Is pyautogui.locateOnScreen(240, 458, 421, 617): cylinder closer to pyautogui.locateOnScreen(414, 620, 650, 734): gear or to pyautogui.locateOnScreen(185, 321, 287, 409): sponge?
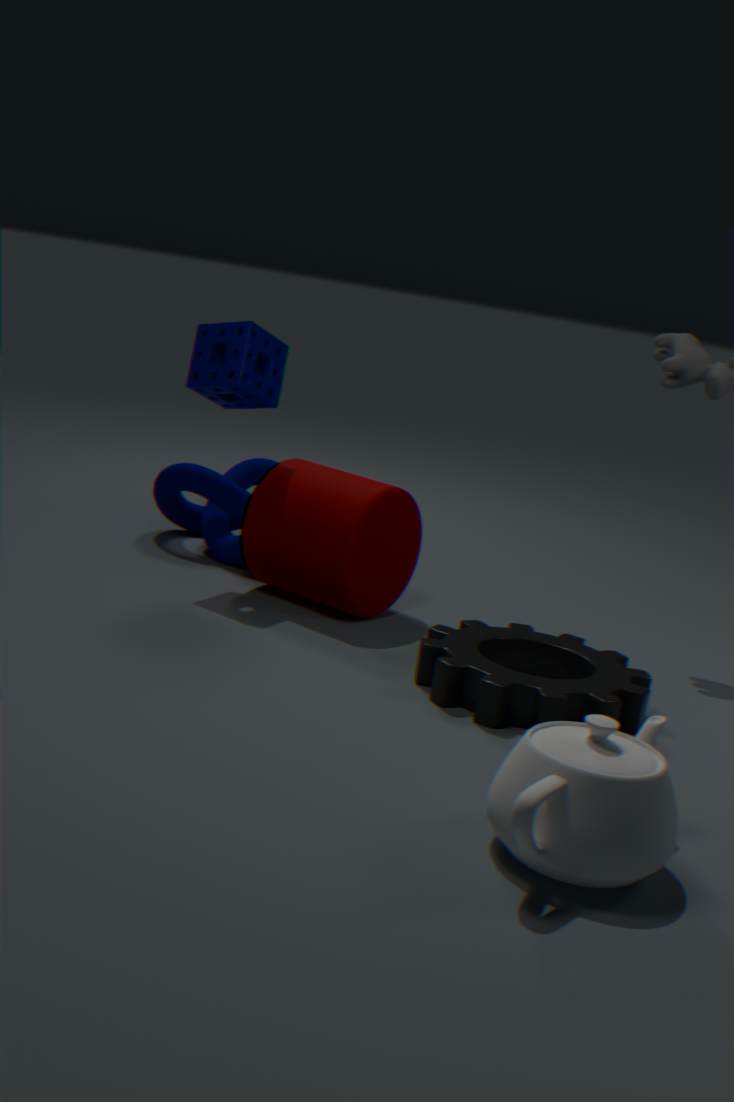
pyautogui.locateOnScreen(185, 321, 287, 409): sponge
